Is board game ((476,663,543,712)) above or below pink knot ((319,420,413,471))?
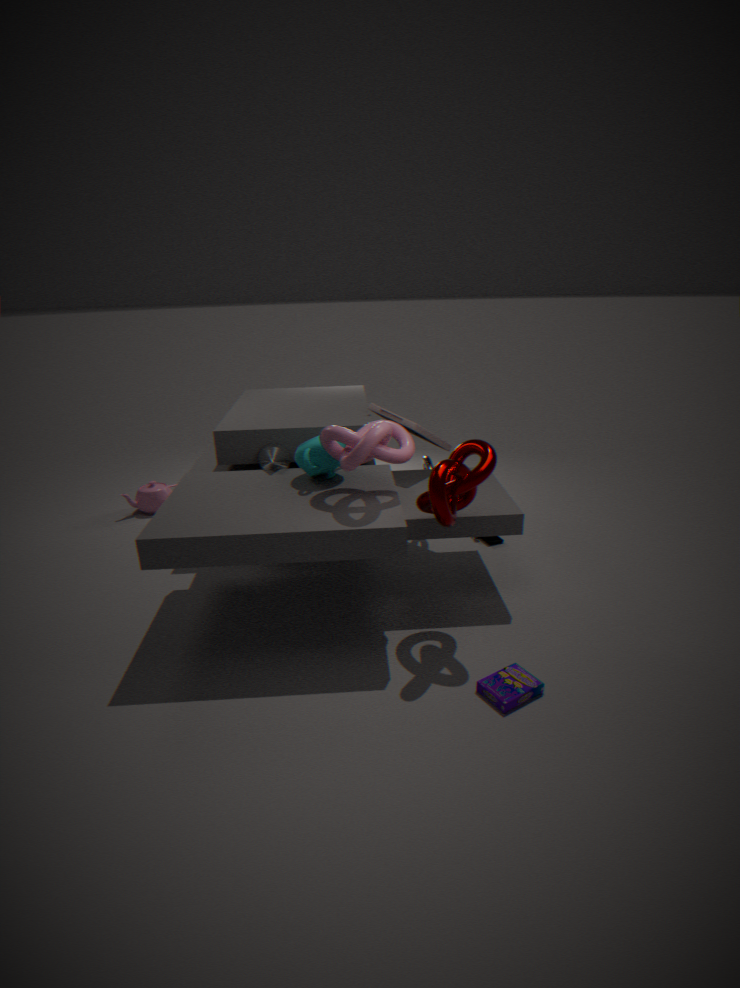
below
